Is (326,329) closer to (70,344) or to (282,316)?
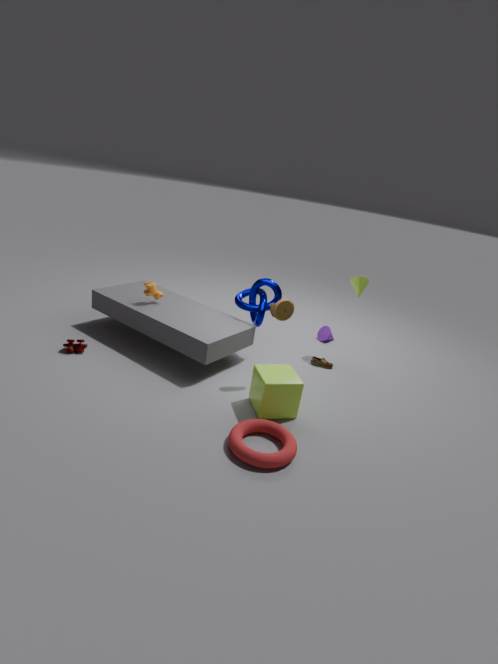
(282,316)
